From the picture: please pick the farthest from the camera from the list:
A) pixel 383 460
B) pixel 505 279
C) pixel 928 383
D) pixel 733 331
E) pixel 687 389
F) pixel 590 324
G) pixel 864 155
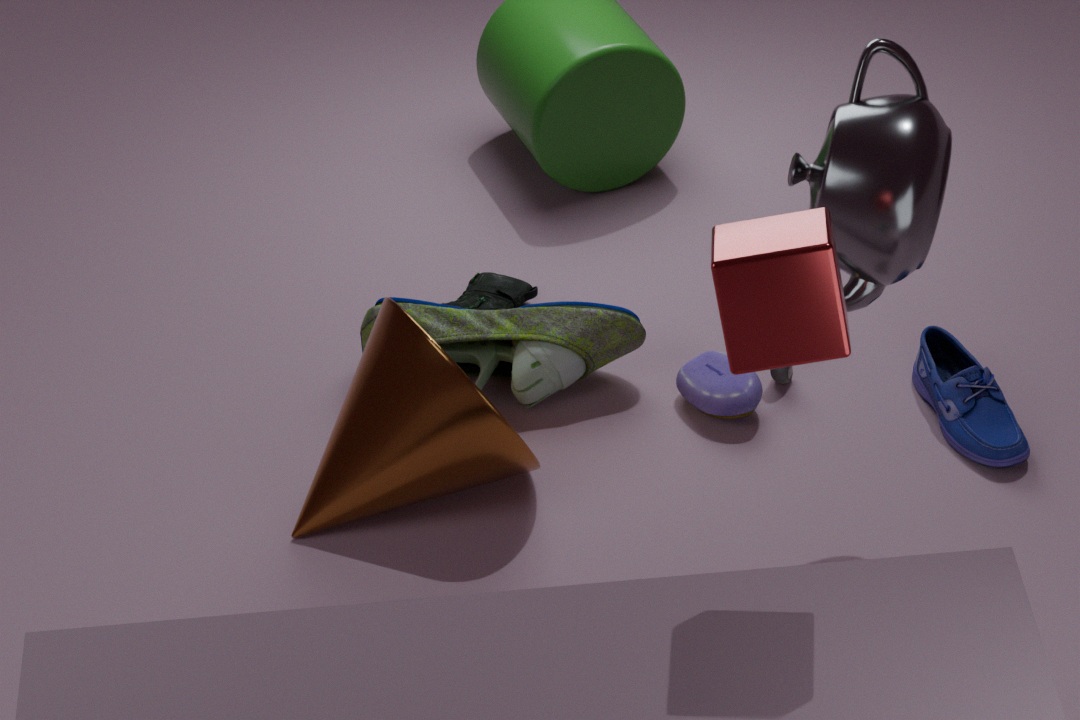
pixel 505 279
